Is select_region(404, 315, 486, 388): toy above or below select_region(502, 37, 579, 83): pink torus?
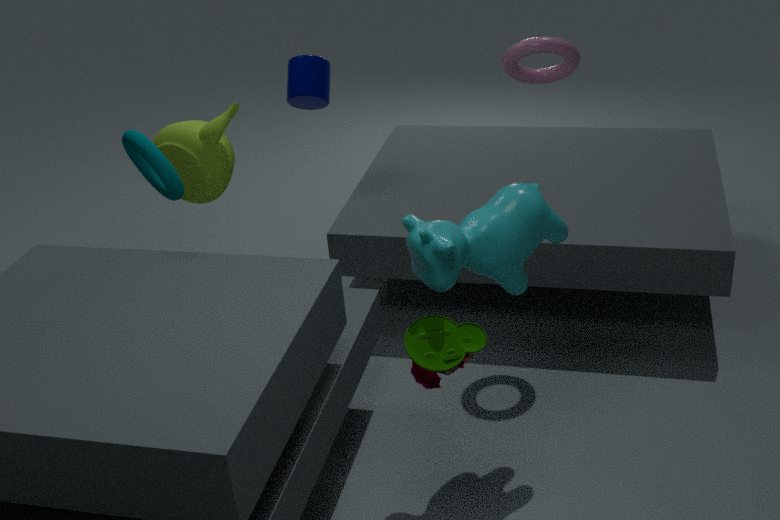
below
